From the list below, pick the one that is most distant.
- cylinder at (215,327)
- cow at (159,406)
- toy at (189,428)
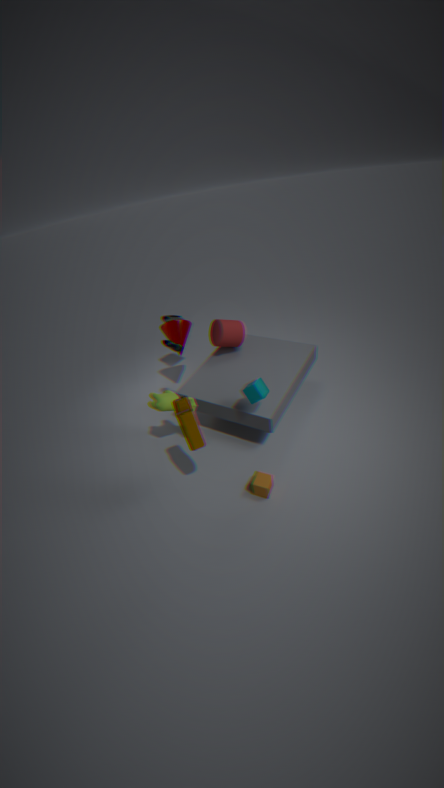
cylinder at (215,327)
